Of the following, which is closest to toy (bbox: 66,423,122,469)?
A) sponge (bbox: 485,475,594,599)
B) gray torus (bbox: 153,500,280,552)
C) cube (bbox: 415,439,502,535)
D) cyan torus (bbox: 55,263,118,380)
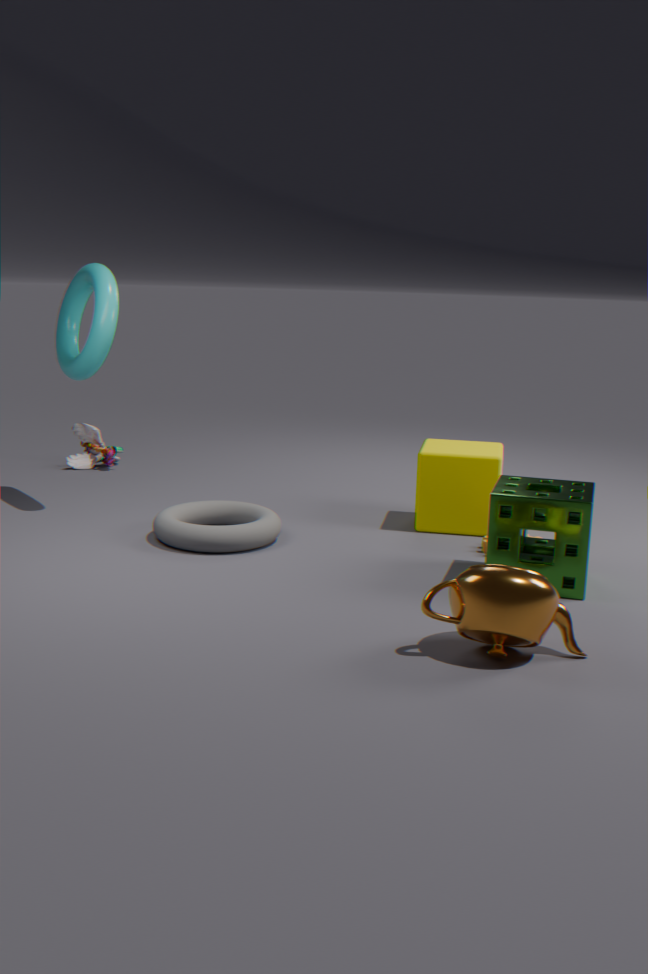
cyan torus (bbox: 55,263,118,380)
